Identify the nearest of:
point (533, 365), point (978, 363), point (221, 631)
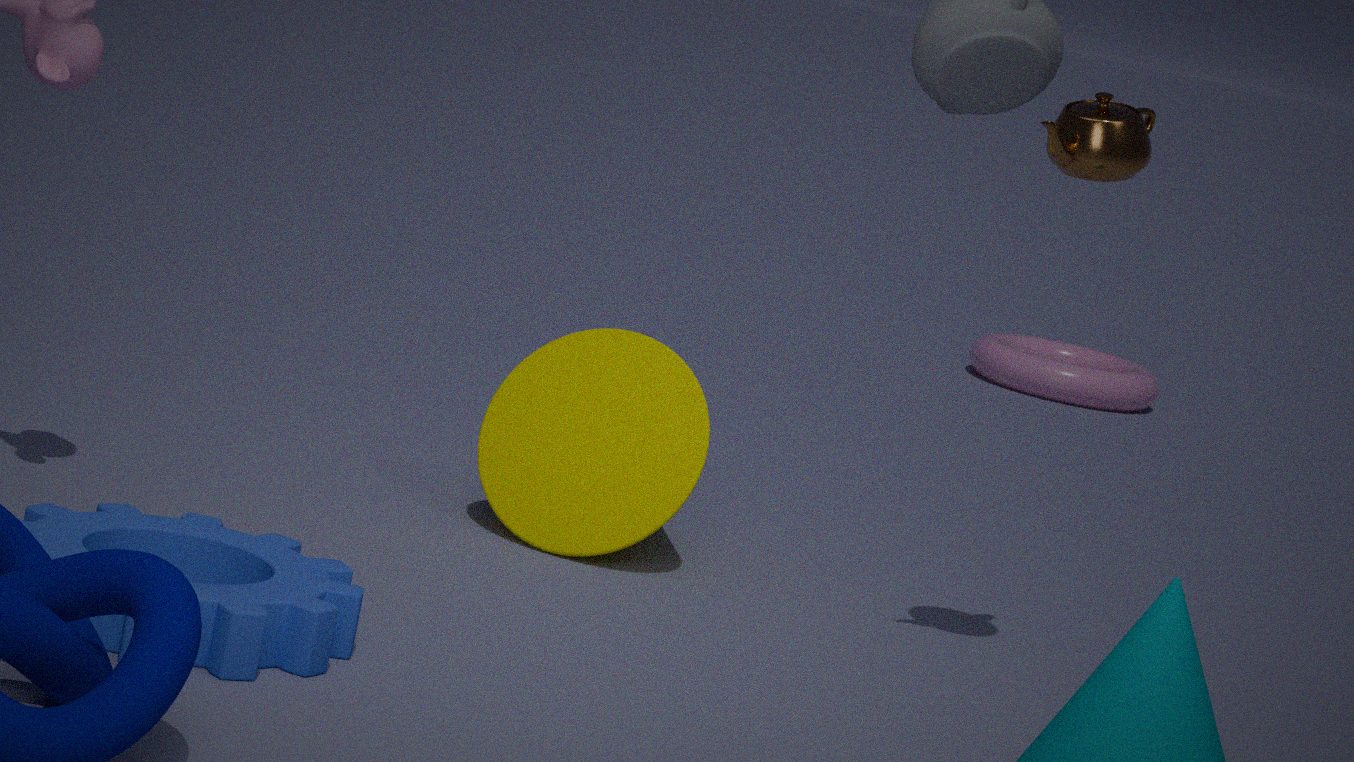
point (221, 631)
